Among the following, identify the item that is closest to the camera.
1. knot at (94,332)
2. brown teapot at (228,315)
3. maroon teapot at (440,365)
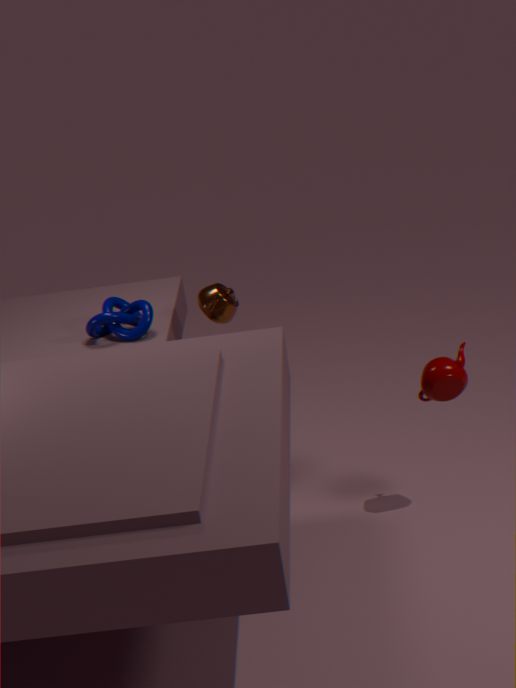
maroon teapot at (440,365)
